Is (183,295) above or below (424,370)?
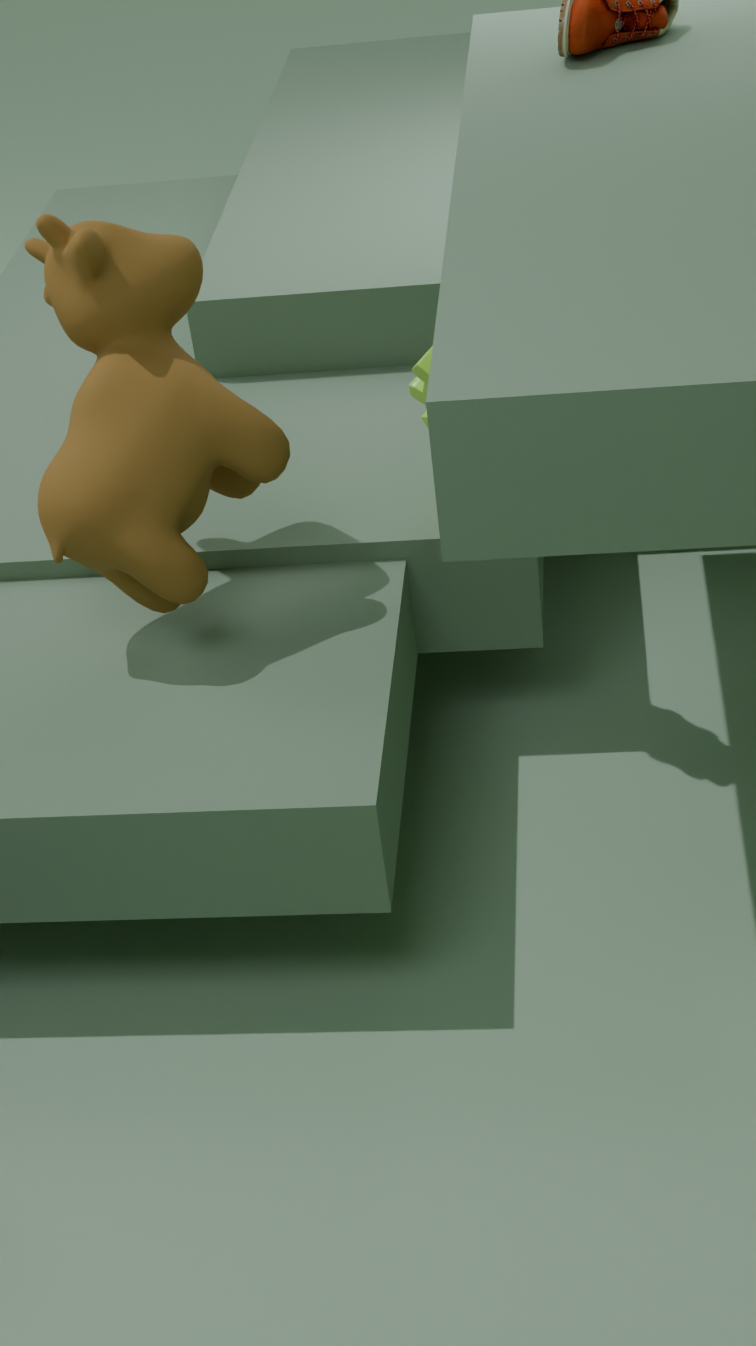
above
